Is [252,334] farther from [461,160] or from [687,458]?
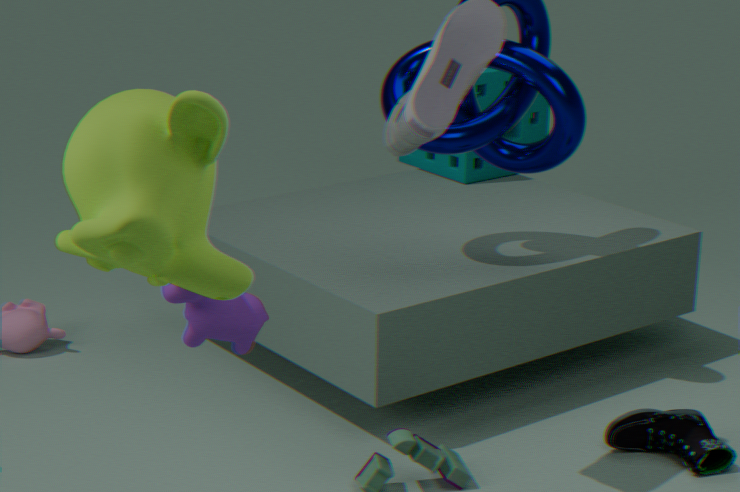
[461,160]
